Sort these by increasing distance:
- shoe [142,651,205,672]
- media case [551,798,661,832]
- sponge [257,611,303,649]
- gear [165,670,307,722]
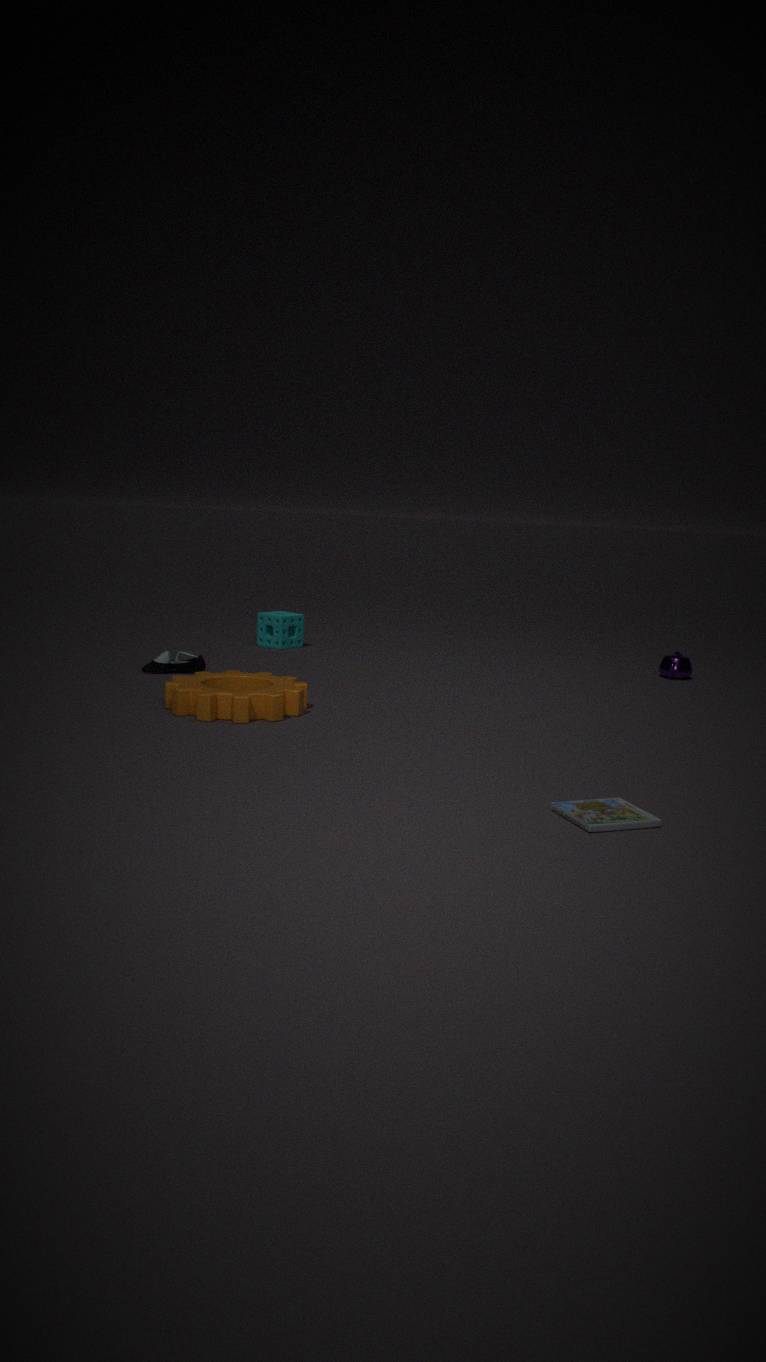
media case [551,798,661,832] < gear [165,670,307,722] < shoe [142,651,205,672] < sponge [257,611,303,649]
